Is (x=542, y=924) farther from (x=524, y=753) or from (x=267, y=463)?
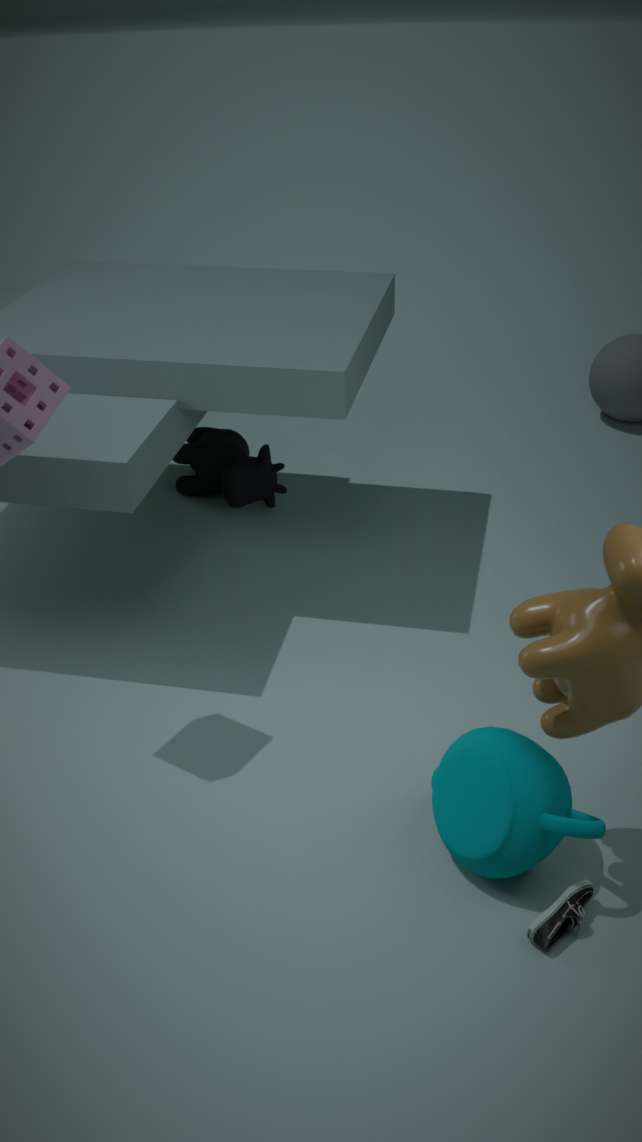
(x=267, y=463)
